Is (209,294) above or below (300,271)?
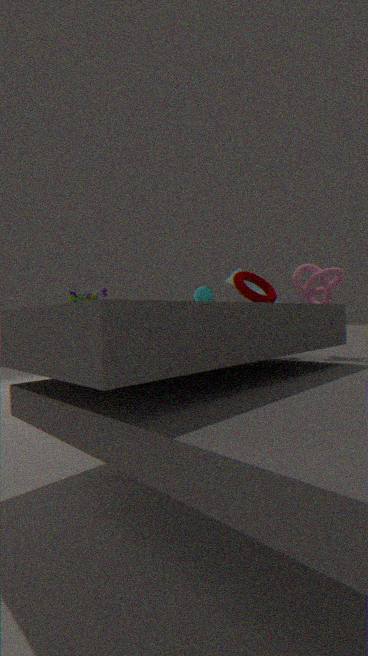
above
